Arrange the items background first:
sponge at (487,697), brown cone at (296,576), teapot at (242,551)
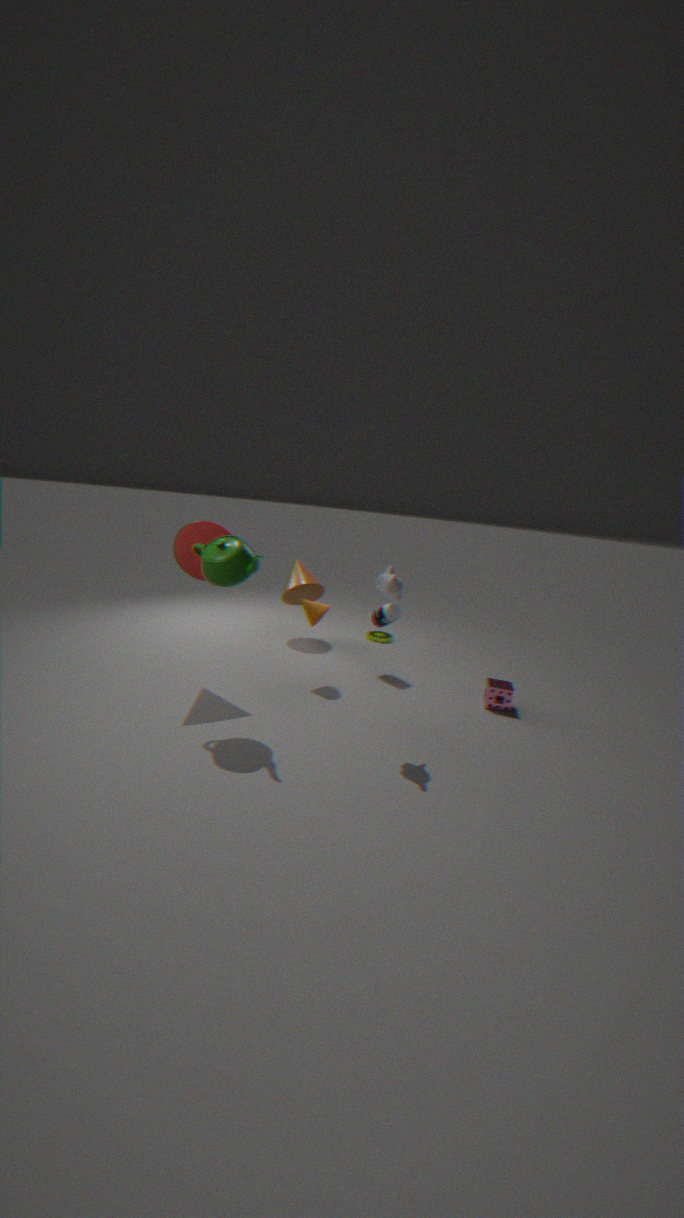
brown cone at (296,576), sponge at (487,697), teapot at (242,551)
